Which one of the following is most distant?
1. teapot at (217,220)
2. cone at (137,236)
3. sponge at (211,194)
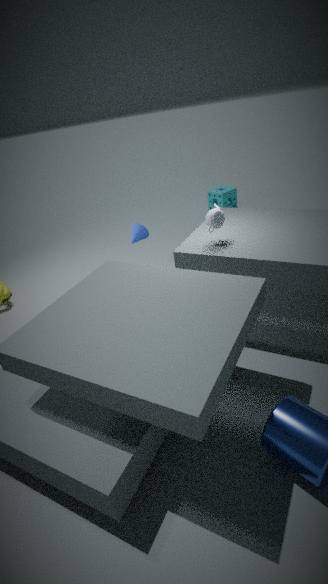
sponge at (211,194)
